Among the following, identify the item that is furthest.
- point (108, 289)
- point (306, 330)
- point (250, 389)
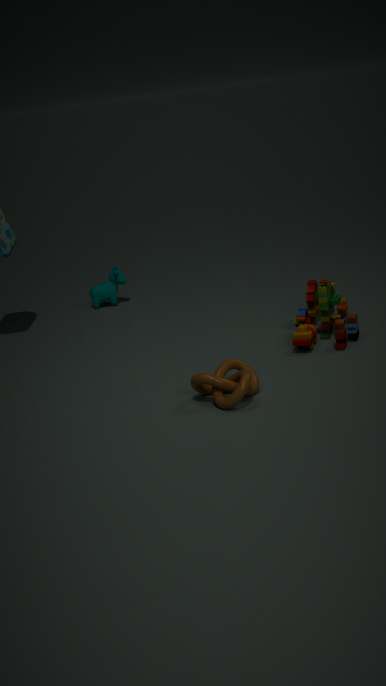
point (108, 289)
